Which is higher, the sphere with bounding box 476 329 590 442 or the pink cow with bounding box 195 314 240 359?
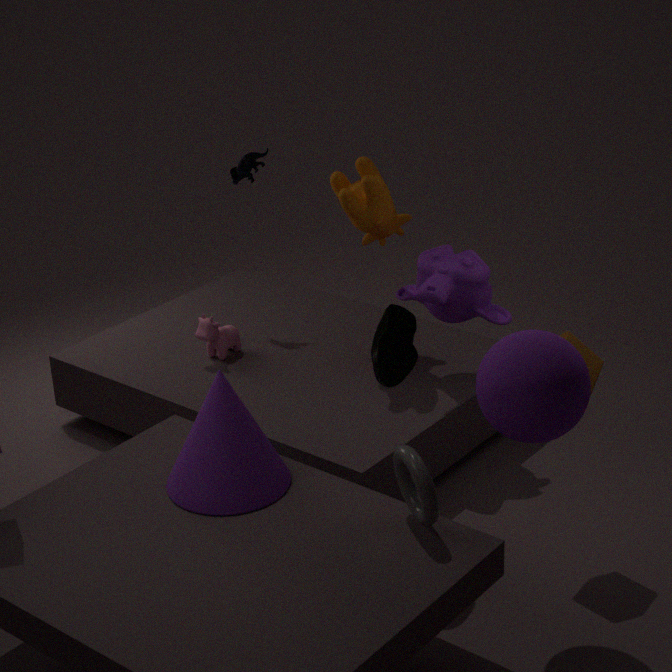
the sphere with bounding box 476 329 590 442
